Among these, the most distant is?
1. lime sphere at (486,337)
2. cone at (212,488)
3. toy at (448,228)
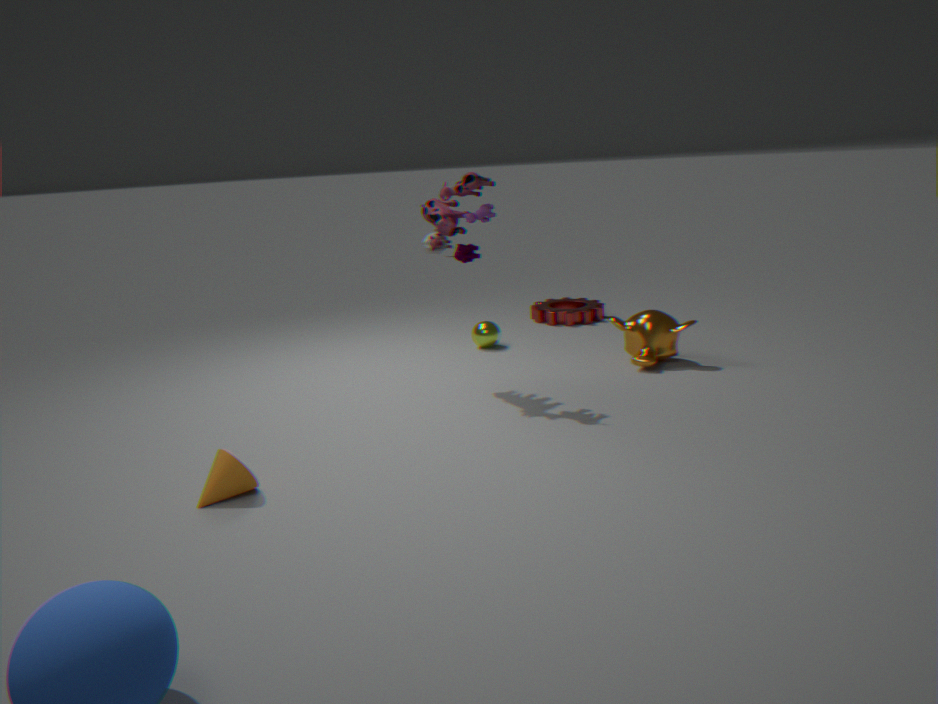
lime sphere at (486,337)
